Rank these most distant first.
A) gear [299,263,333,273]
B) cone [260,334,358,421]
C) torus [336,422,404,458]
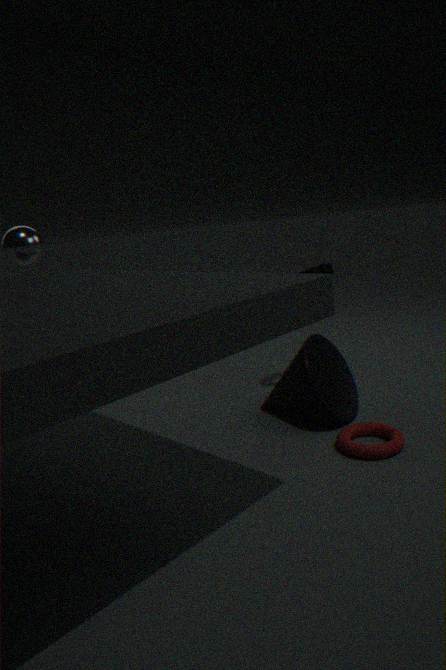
gear [299,263,333,273]
cone [260,334,358,421]
torus [336,422,404,458]
